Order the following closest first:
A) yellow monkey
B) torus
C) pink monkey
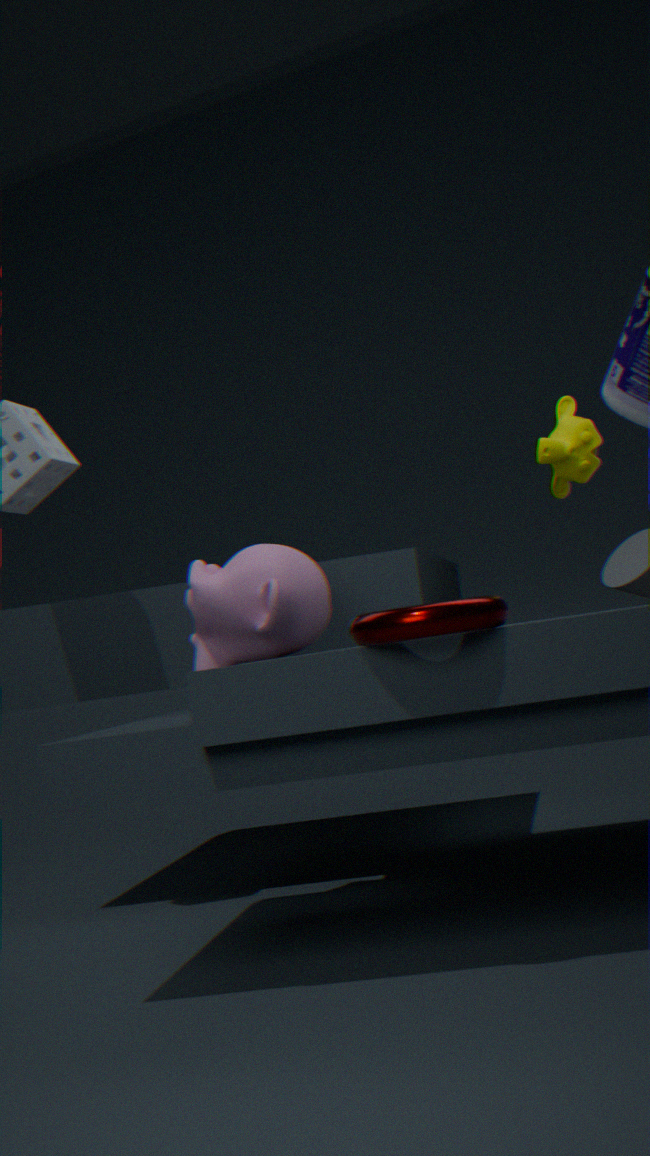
torus < pink monkey < yellow monkey
